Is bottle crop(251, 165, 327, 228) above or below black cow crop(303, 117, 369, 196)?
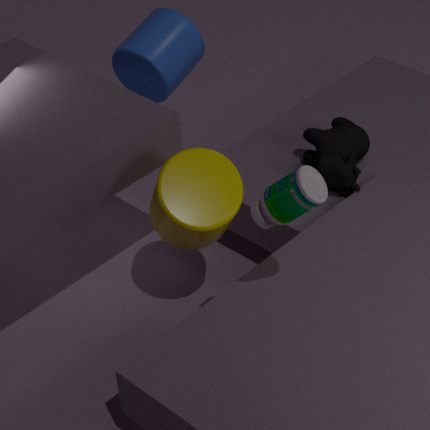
above
